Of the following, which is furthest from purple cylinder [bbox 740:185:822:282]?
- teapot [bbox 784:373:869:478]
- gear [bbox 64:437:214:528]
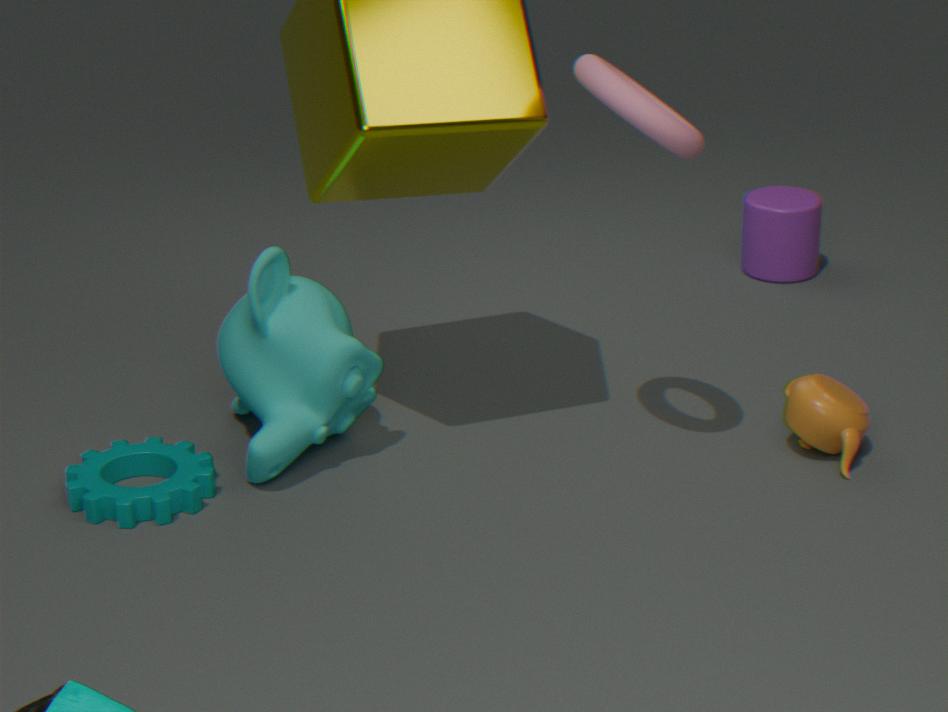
gear [bbox 64:437:214:528]
